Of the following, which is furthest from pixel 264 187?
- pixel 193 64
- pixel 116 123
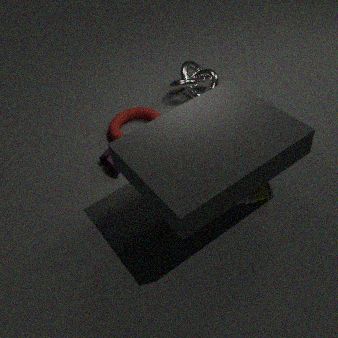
pixel 193 64
